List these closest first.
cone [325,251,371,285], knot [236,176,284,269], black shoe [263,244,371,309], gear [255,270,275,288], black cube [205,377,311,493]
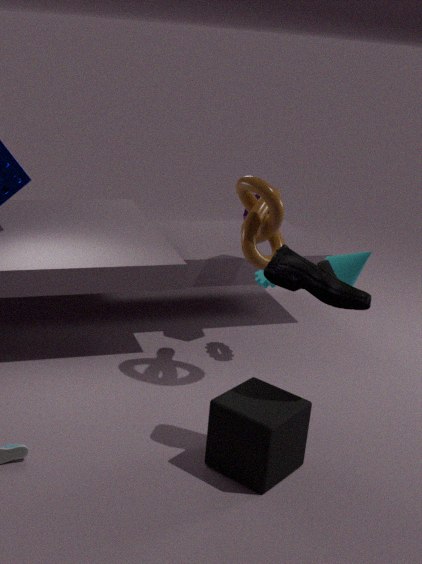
black shoe [263,244,371,309] < black cube [205,377,311,493] < cone [325,251,371,285] < knot [236,176,284,269] < gear [255,270,275,288]
